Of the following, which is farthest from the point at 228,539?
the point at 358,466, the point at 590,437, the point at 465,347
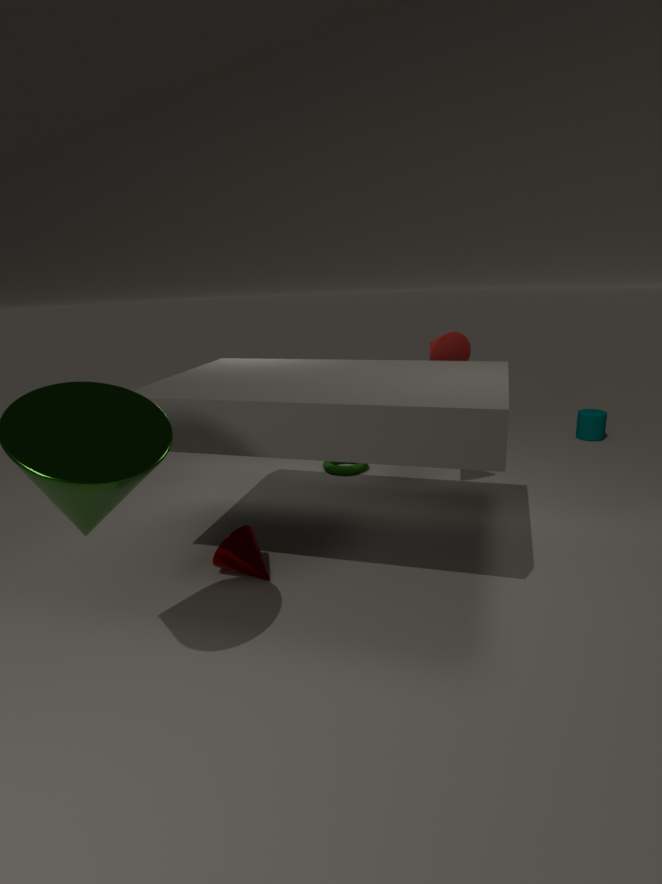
the point at 590,437
